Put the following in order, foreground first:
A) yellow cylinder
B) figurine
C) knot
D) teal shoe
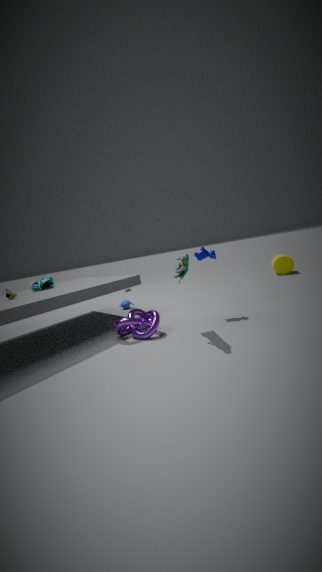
1. figurine
2. knot
3. teal shoe
4. yellow cylinder
